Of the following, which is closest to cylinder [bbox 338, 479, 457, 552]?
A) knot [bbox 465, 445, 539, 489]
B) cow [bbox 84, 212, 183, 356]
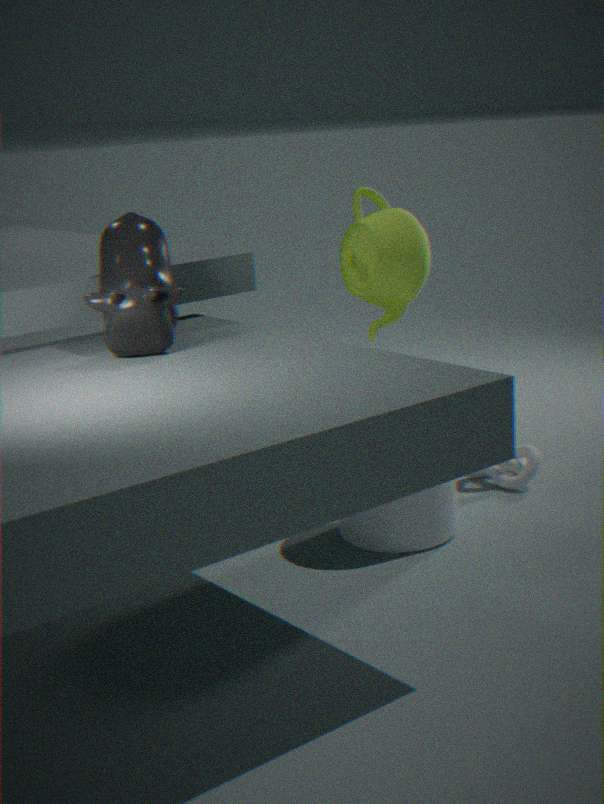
knot [bbox 465, 445, 539, 489]
